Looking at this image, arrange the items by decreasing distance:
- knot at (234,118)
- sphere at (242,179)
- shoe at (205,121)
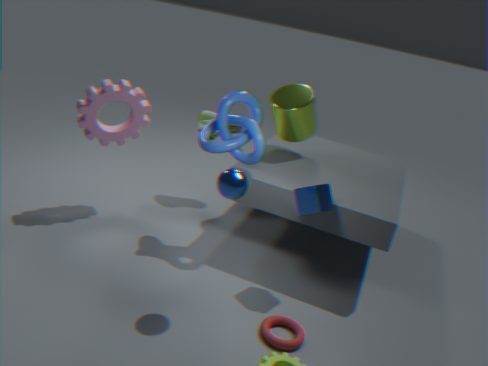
shoe at (205,121) → knot at (234,118) → sphere at (242,179)
